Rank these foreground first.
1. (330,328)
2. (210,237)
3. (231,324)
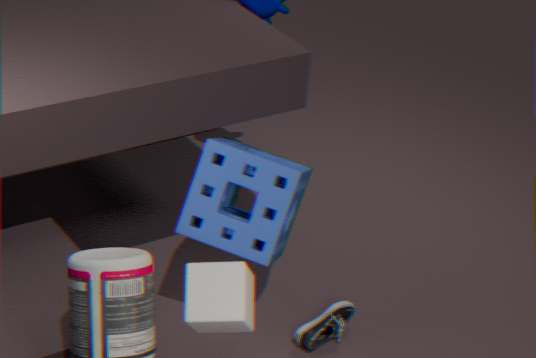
(231,324) → (210,237) → (330,328)
